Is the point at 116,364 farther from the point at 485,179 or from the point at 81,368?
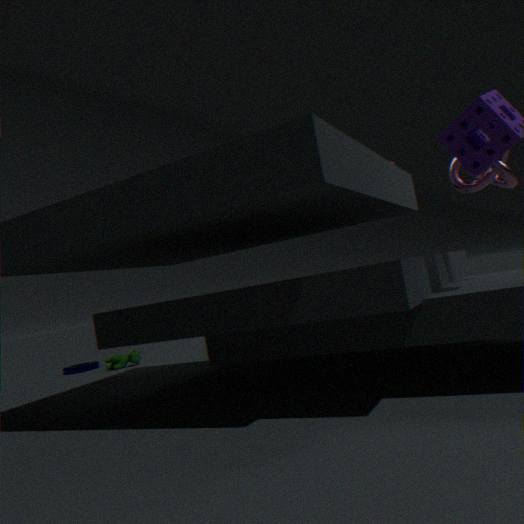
the point at 485,179
